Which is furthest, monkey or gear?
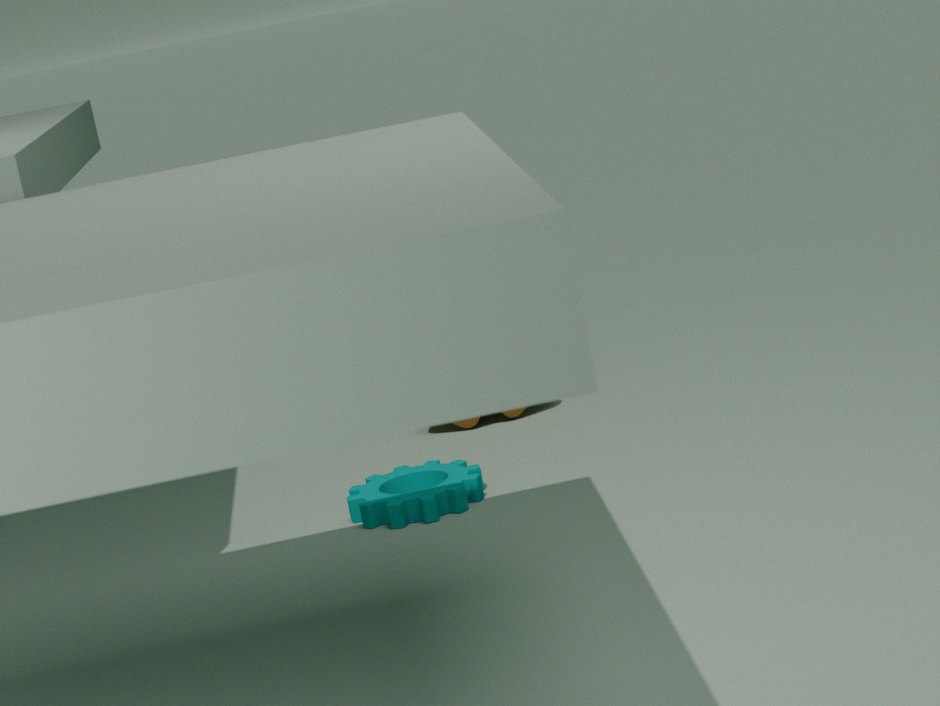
monkey
